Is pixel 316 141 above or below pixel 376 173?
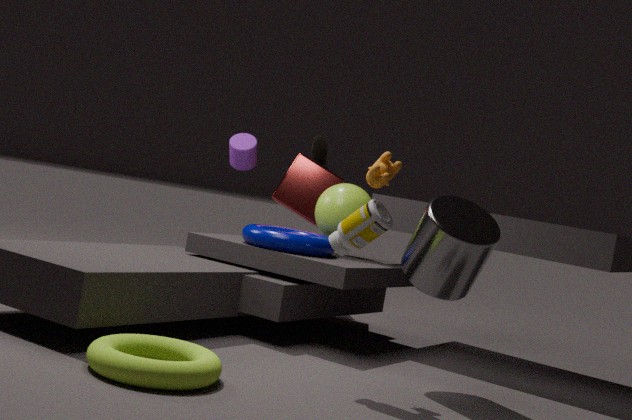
above
